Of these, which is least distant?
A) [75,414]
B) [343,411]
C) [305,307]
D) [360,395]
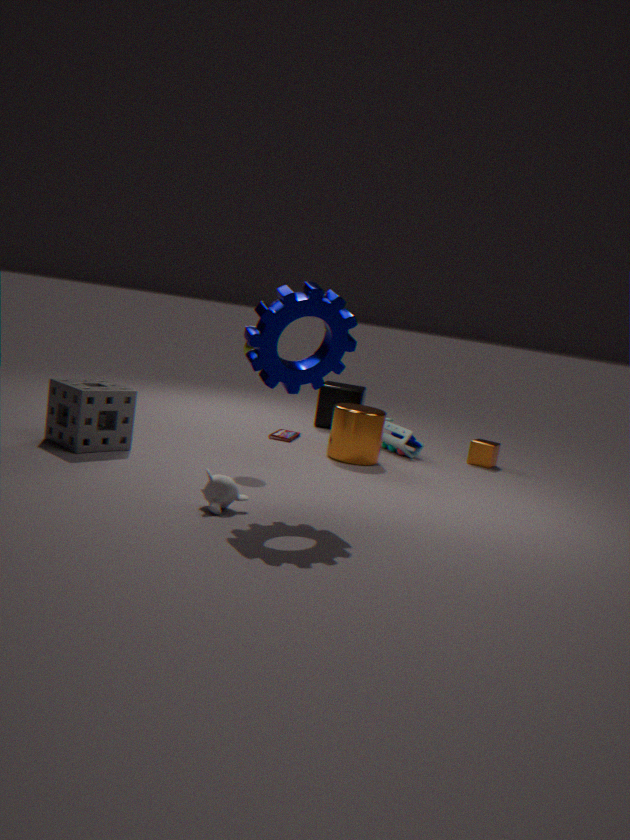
[305,307]
